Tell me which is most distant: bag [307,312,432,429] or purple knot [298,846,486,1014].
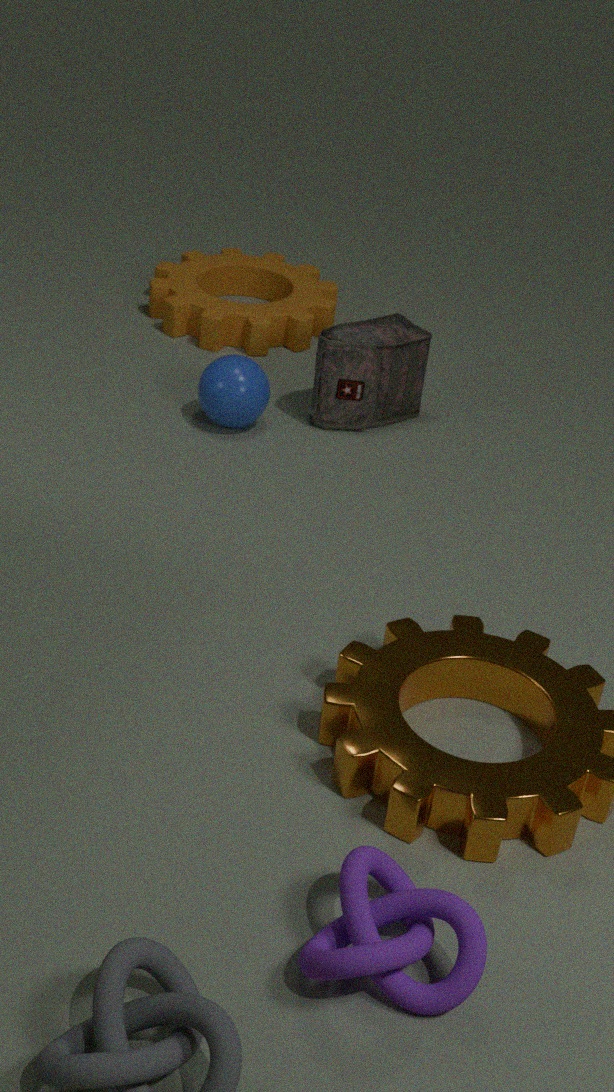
bag [307,312,432,429]
